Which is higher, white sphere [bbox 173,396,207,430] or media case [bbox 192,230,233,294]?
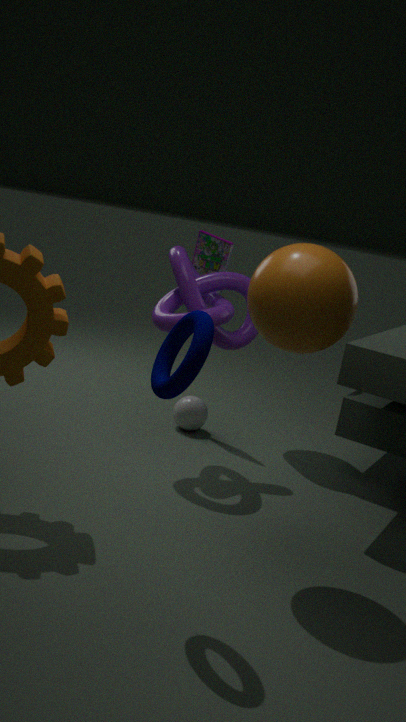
media case [bbox 192,230,233,294]
